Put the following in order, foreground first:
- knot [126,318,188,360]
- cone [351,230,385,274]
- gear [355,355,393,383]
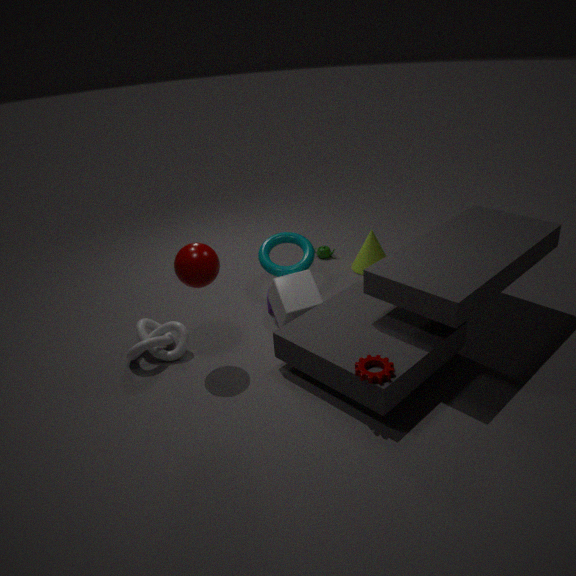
gear [355,355,393,383], knot [126,318,188,360], cone [351,230,385,274]
